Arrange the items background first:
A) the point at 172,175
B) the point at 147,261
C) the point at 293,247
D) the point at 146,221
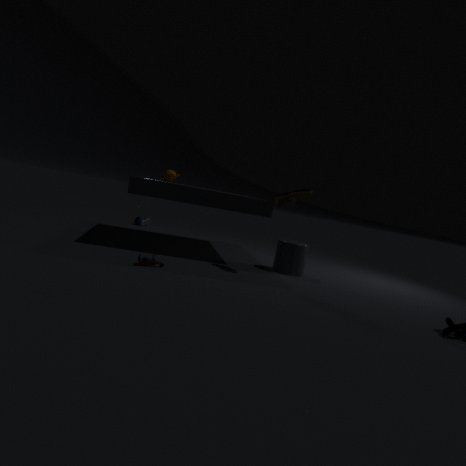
the point at 146,221
the point at 172,175
the point at 293,247
the point at 147,261
